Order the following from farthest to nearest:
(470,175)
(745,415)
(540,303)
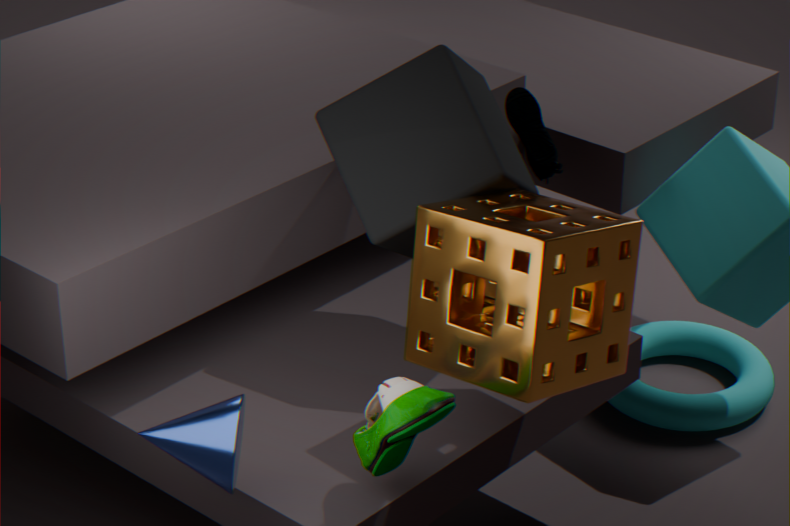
(745,415) < (470,175) < (540,303)
